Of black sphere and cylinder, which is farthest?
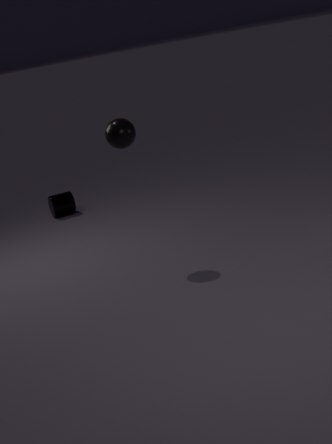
cylinder
